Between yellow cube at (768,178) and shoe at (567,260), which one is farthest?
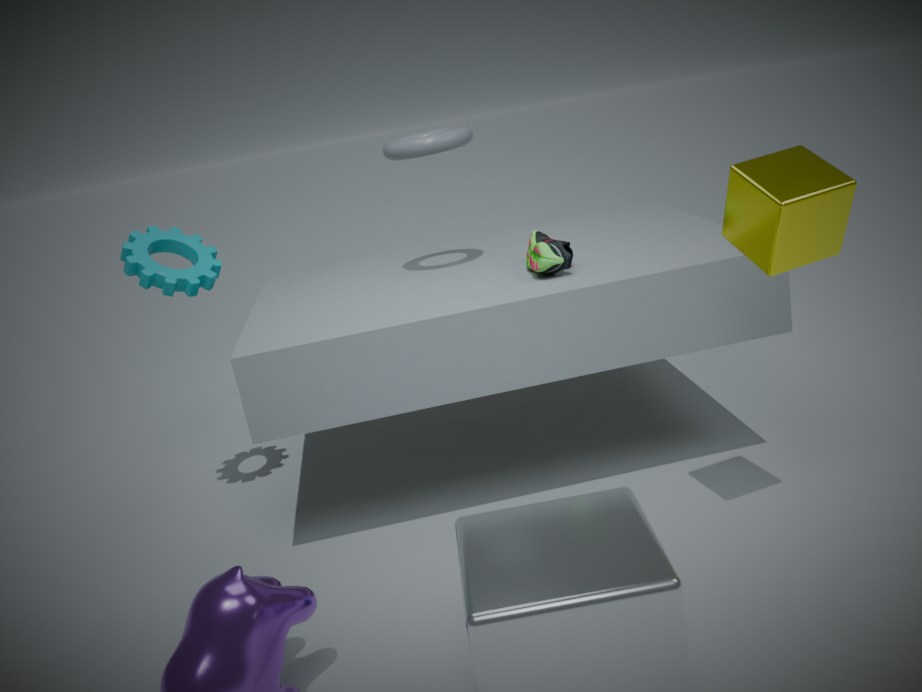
shoe at (567,260)
